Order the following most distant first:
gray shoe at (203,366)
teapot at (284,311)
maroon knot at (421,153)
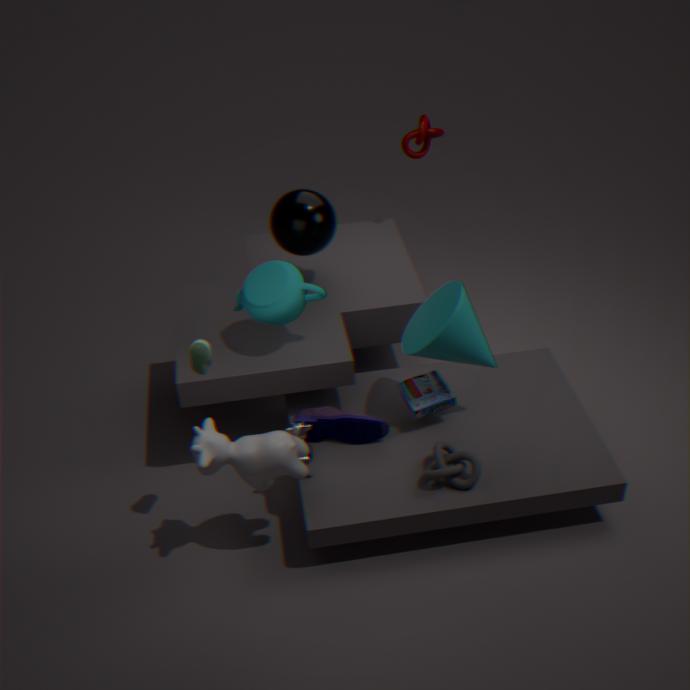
1. maroon knot at (421,153)
2. teapot at (284,311)
3. gray shoe at (203,366)
